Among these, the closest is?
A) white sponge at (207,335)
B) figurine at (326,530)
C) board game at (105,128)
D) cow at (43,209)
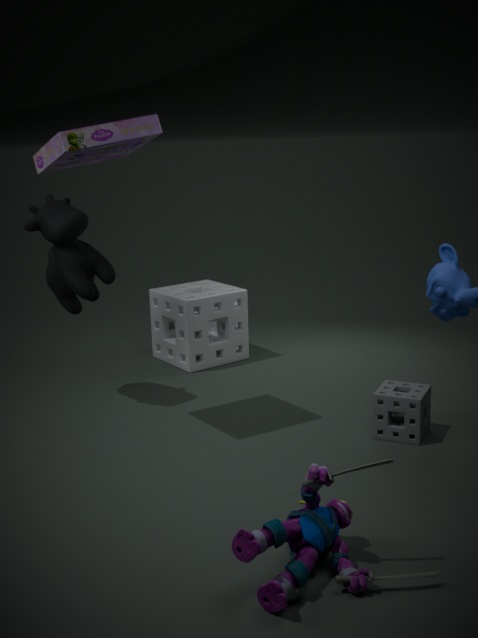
figurine at (326,530)
